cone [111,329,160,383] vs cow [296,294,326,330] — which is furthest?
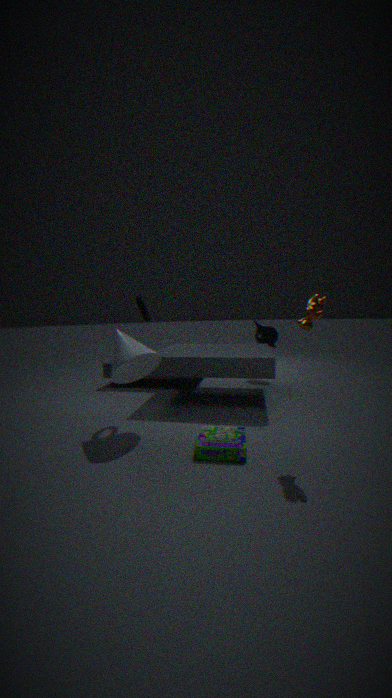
cone [111,329,160,383]
